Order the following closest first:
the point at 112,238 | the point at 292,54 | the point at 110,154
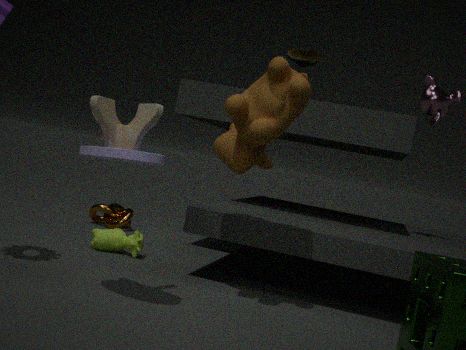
the point at 110,154
the point at 112,238
the point at 292,54
